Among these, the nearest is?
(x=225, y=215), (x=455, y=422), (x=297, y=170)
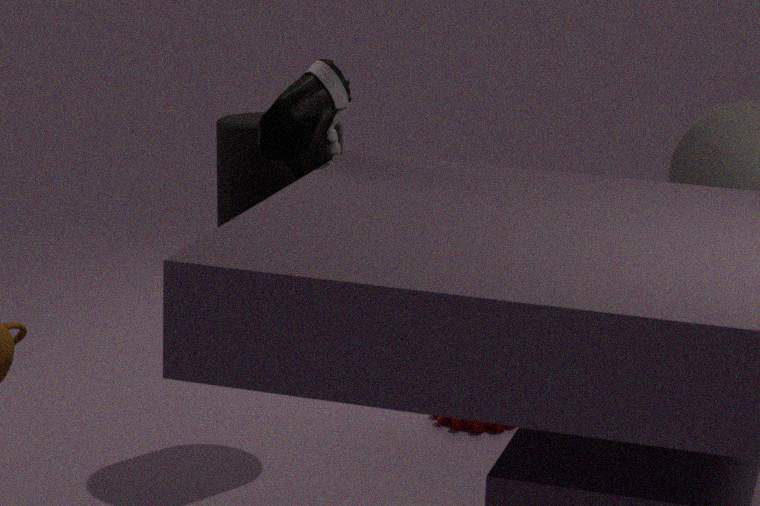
(x=297, y=170)
